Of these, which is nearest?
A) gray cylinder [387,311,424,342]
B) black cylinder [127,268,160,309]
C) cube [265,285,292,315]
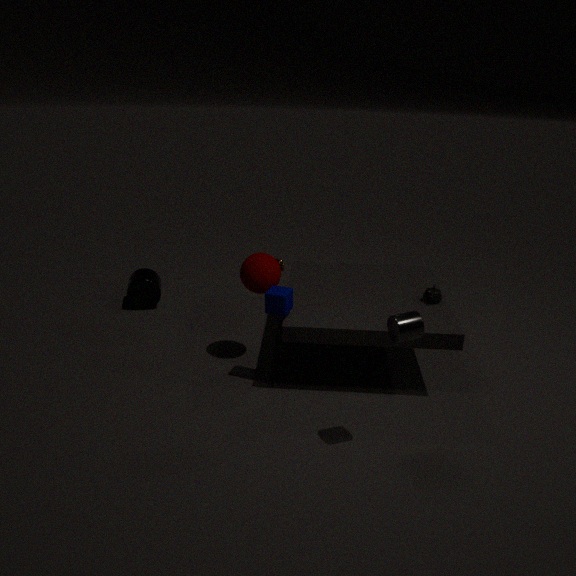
gray cylinder [387,311,424,342]
